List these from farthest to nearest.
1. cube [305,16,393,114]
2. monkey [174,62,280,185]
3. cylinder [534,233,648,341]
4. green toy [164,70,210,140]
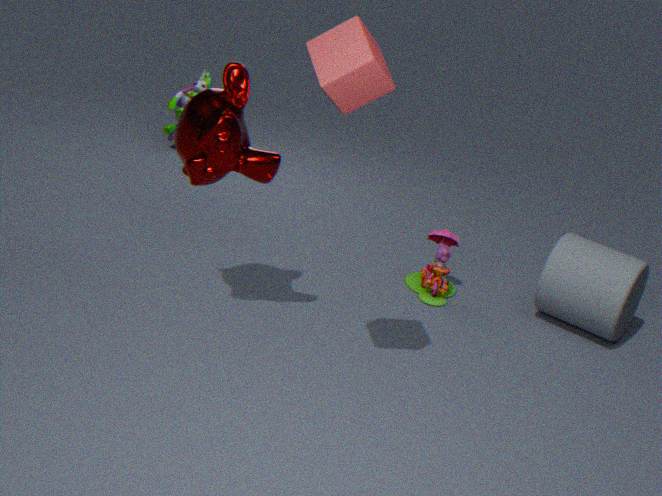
green toy [164,70,210,140], cylinder [534,233,648,341], monkey [174,62,280,185], cube [305,16,393,114]
